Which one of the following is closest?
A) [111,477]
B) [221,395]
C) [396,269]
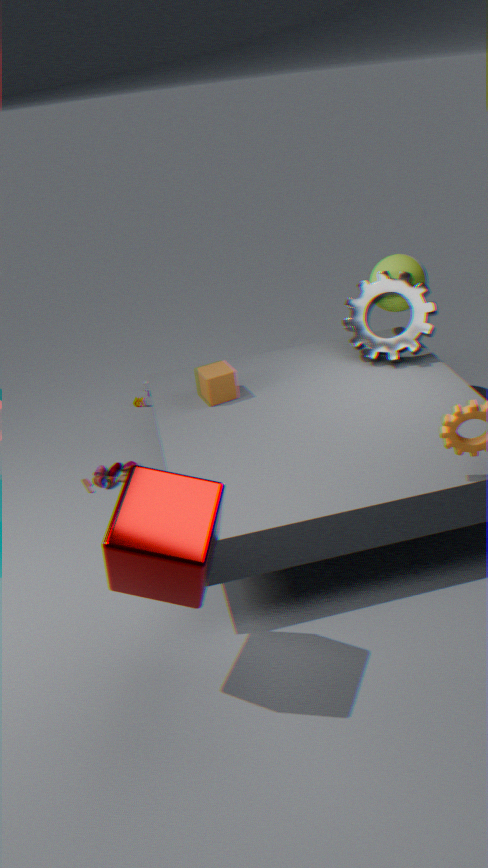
B. [221,395]
